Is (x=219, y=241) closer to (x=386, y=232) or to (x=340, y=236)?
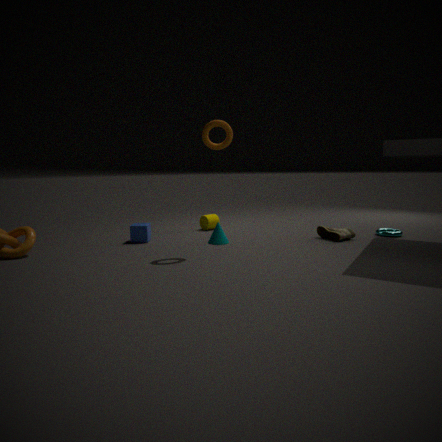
(x=340, y=236)
